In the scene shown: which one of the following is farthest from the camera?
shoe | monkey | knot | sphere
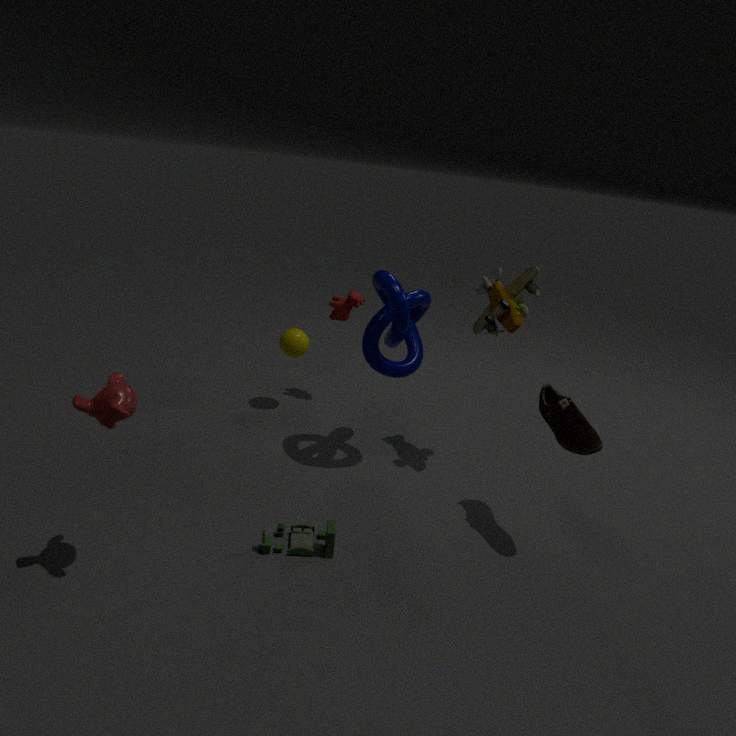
sphere
